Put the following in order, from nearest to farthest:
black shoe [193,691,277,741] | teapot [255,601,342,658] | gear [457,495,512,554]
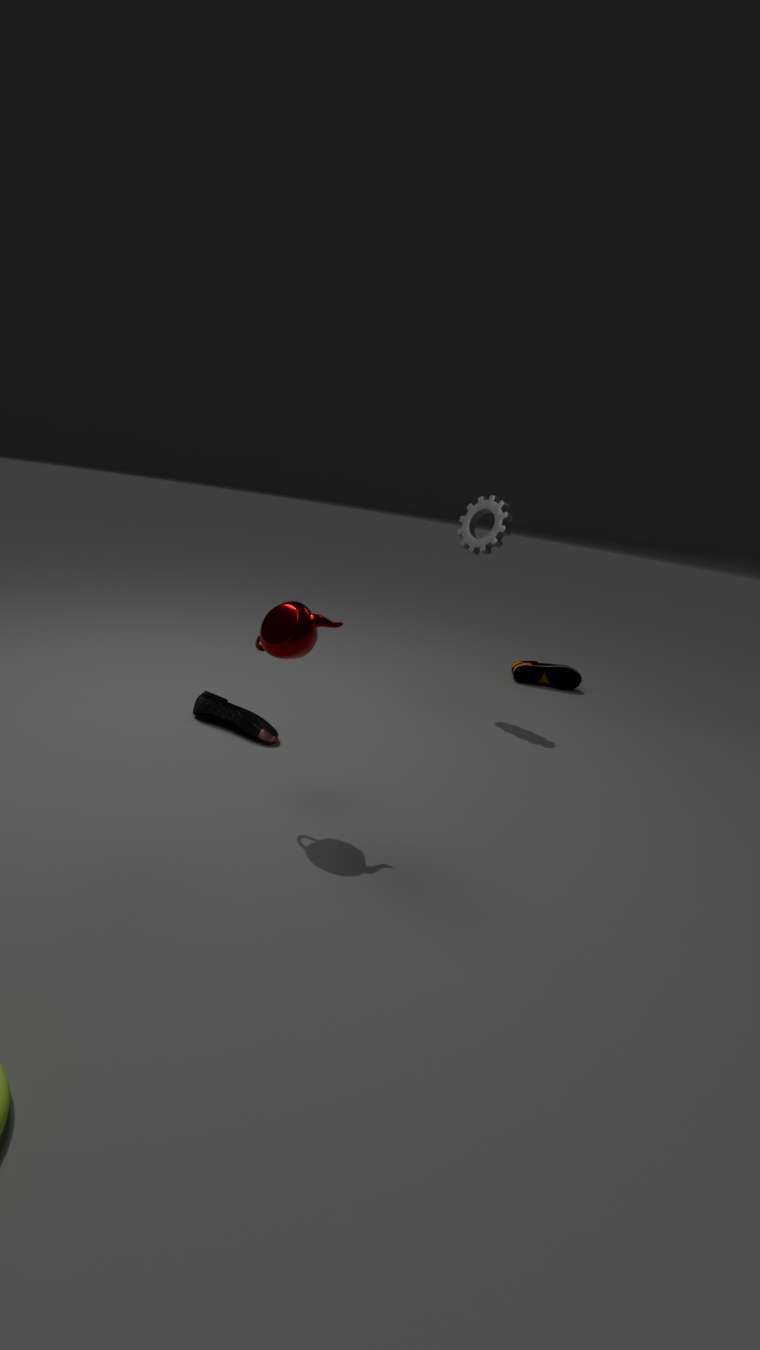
teapot [255,601,342,658], black shoe [193,691,277,741], gear [457,495,512,554]
